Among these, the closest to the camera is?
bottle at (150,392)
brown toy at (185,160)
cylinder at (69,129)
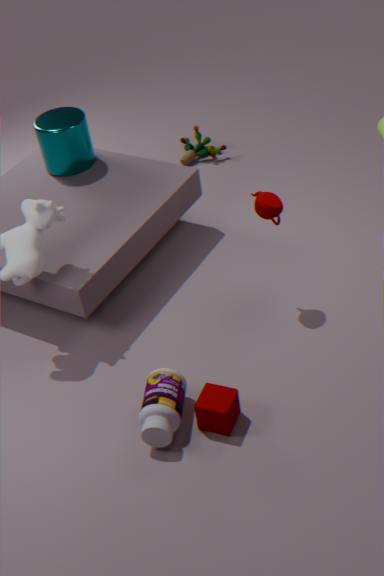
bottle at (150,392)
